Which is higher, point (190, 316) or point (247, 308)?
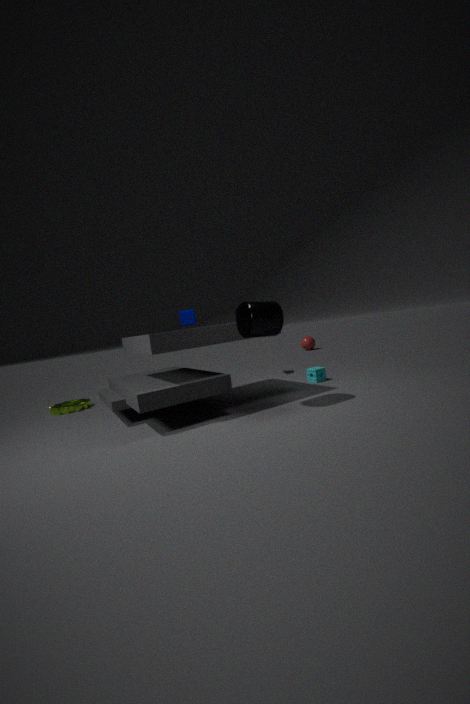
point (190, 316)
